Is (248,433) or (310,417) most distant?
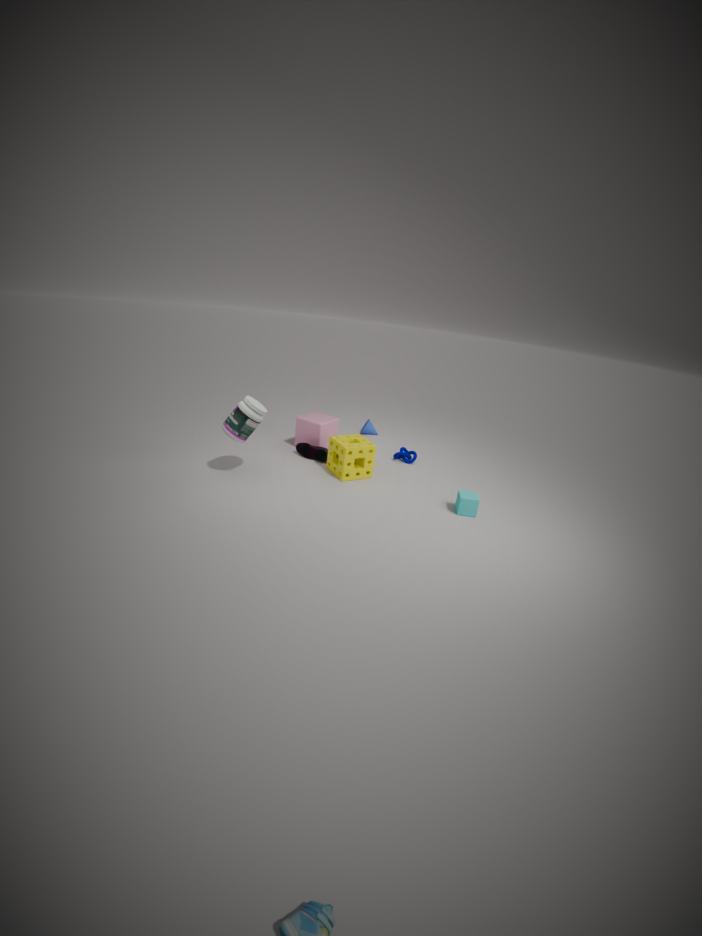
(310,417)
